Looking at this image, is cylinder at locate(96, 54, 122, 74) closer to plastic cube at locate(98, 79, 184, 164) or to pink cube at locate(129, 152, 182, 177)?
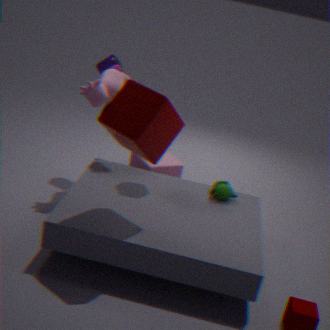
pink cube at locate(129, 152, 182, 177)
